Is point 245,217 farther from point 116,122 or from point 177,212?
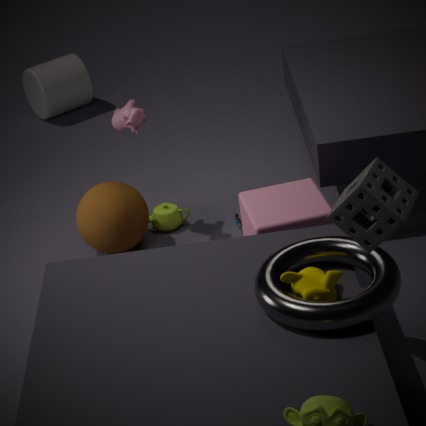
point 116,122
